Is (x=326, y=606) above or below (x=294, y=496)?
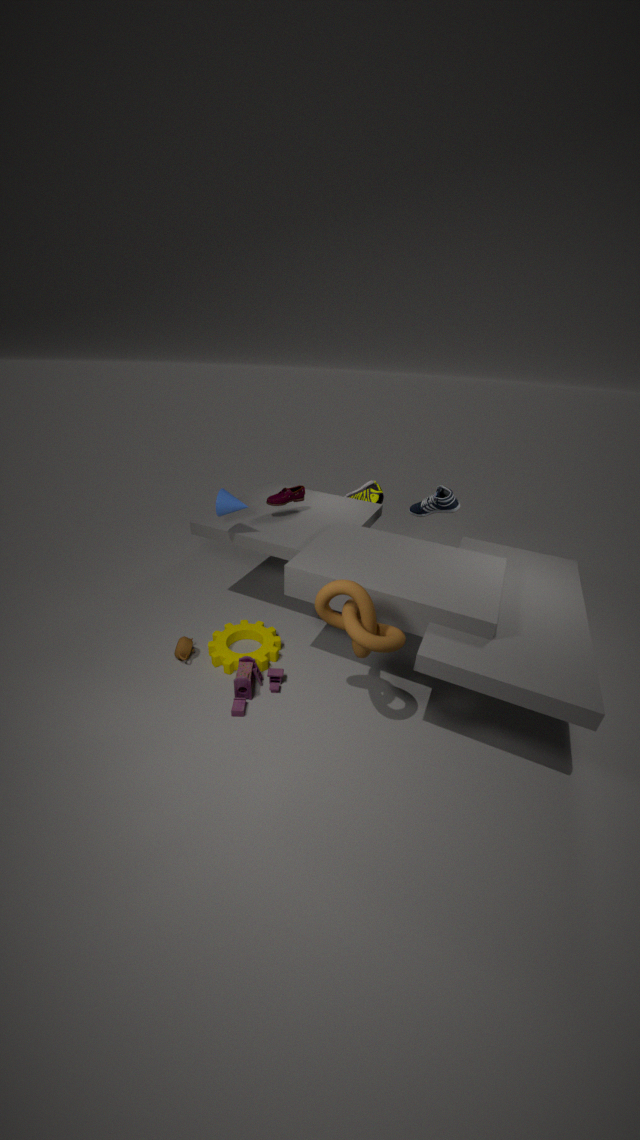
below
